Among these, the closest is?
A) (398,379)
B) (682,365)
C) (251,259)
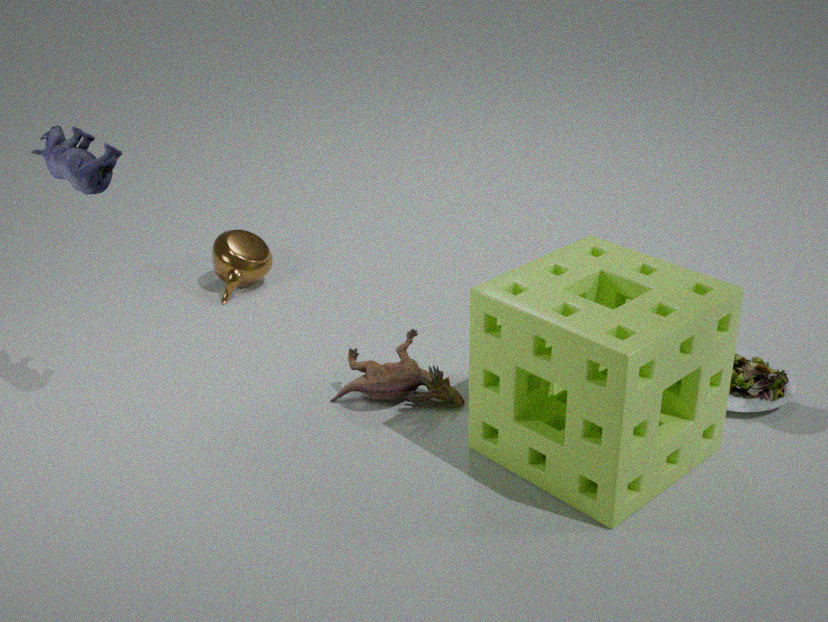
(682,365)
